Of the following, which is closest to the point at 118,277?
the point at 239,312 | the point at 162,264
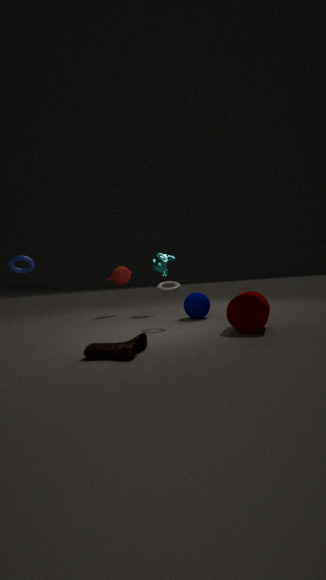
the point at 162,264
